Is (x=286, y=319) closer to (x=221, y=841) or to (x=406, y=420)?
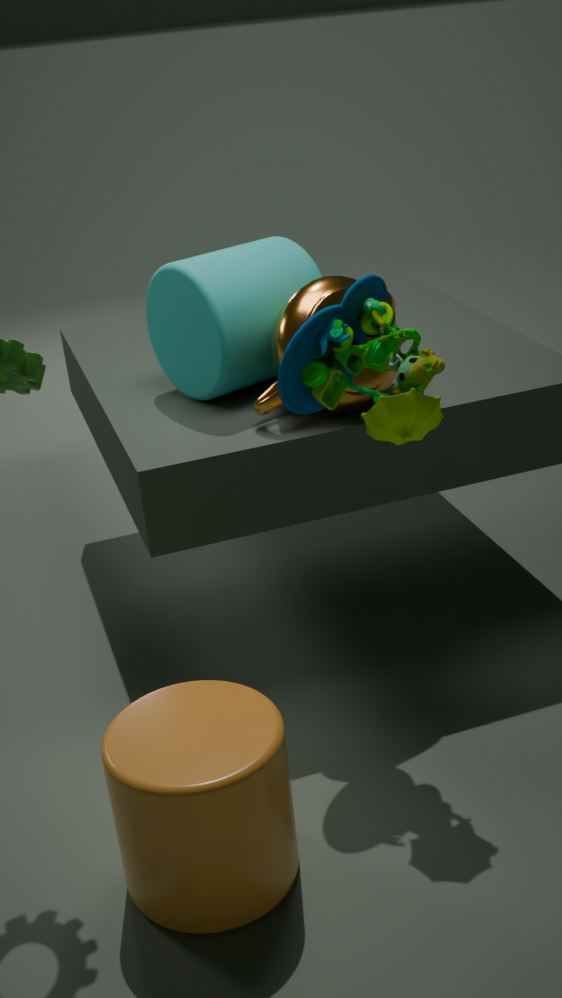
(x=406, y=420)
